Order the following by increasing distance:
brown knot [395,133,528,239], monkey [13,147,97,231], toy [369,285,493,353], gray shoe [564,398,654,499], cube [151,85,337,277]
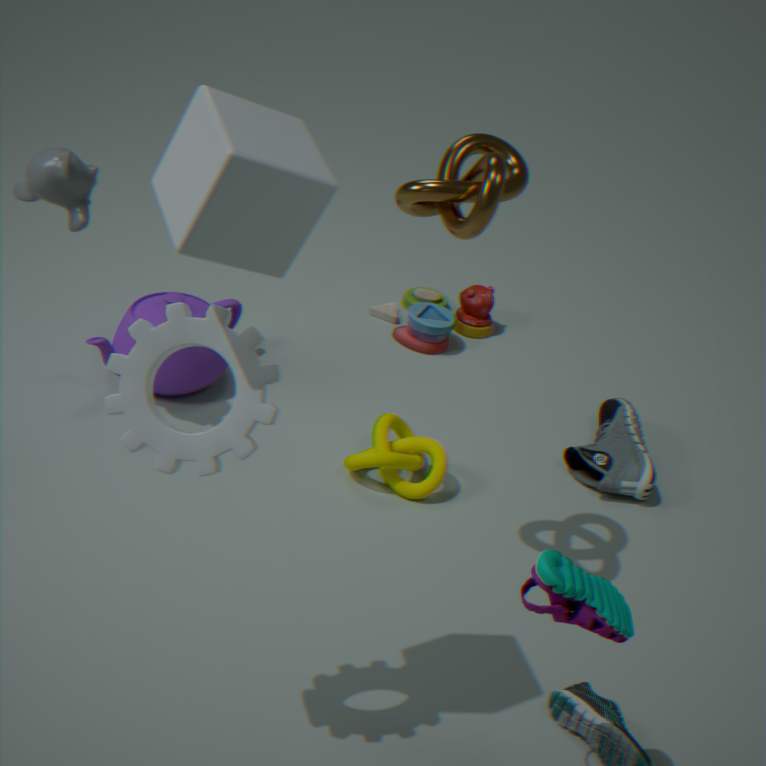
cube [151,85,337,277] < brown knot [395,133,528,239] < monkey [13,147,97,231] < gray shoe [564,398,654,499] < toy [369,285,493,353]
